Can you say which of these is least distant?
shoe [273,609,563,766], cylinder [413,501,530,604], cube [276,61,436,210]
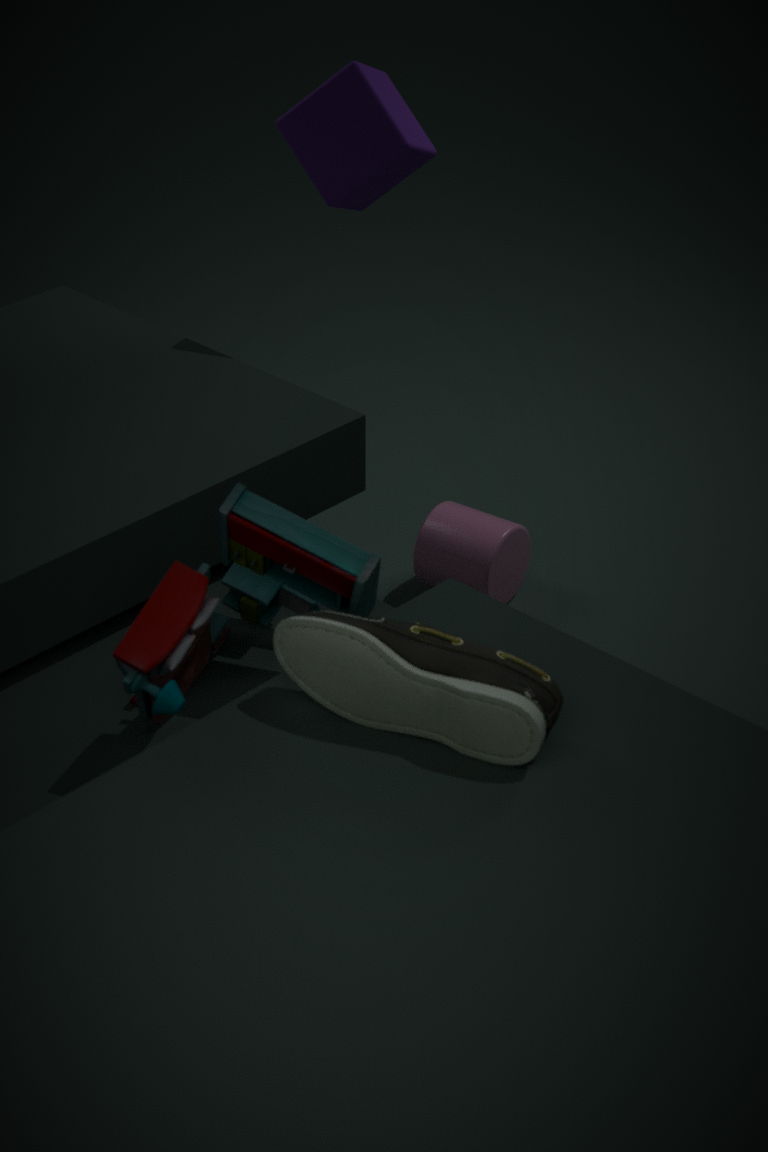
shoe [273,609,563,766]
